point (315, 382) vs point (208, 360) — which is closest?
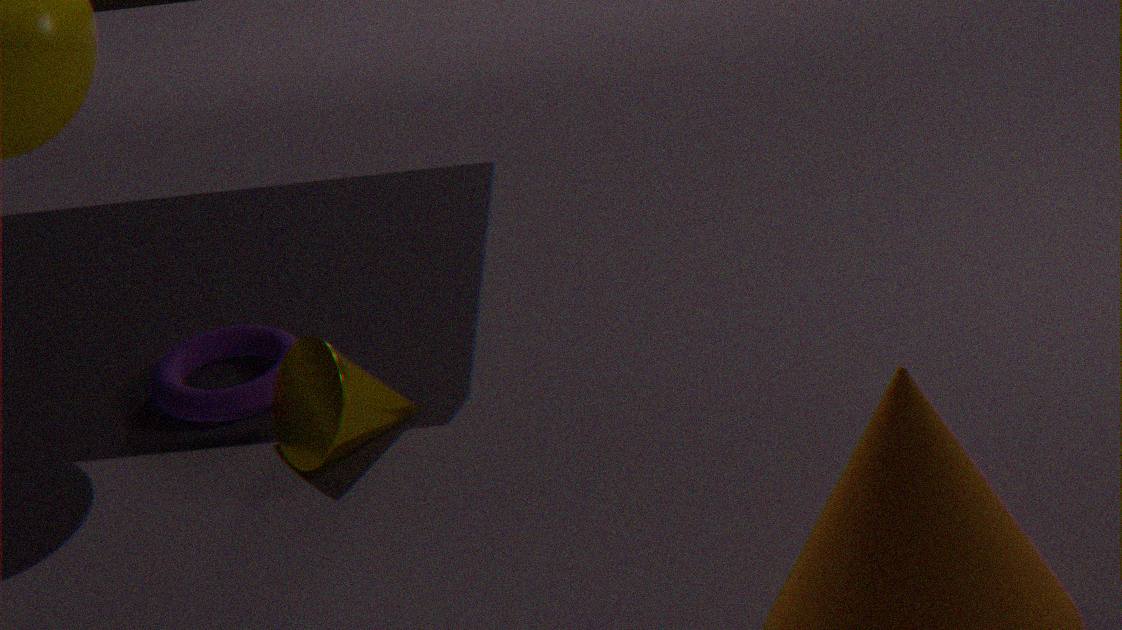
point (315, 382)
